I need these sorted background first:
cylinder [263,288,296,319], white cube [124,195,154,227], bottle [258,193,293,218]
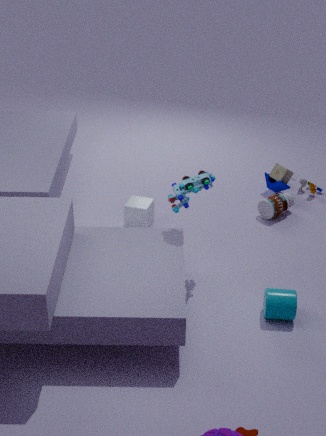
1. bottle [258,193,293,218]
2. white cube [124,195,154,227]
3. cylinder [263,288,296,319]
